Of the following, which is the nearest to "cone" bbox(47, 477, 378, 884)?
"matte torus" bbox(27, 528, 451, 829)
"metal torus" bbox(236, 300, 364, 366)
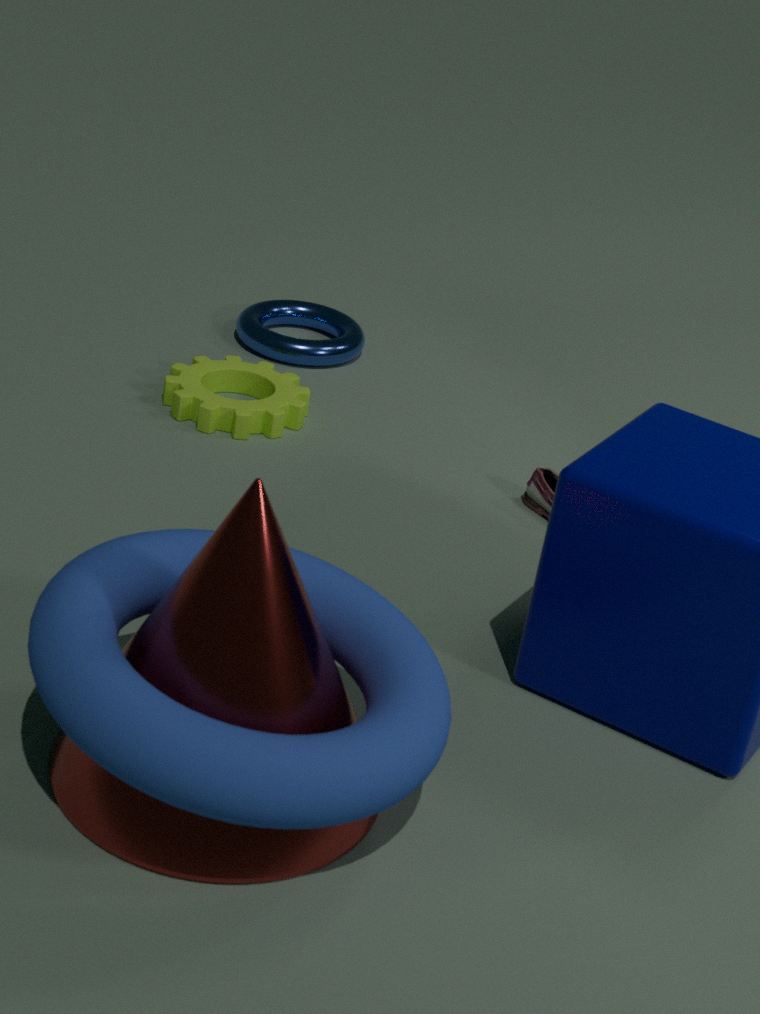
"matte torus" bbox(27, 528, 451, 829)
